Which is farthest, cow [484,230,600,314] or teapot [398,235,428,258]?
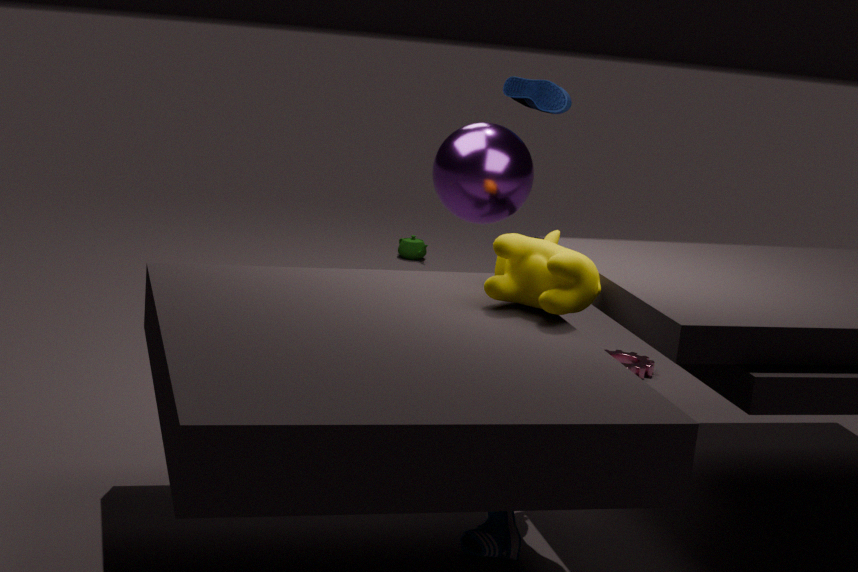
teapot [398,235,428,258]
